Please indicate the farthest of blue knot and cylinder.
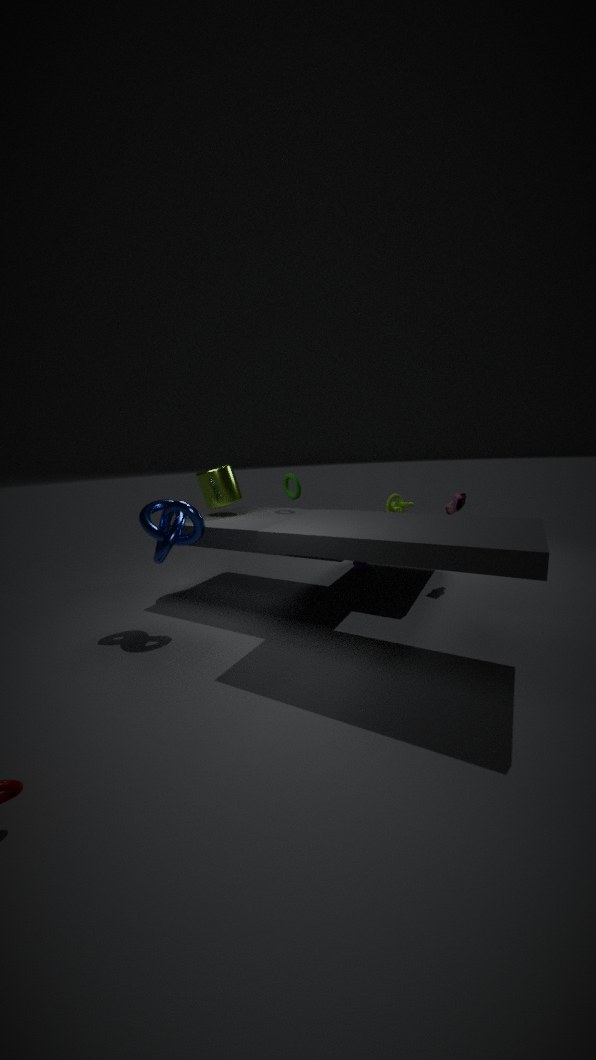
cylinder
